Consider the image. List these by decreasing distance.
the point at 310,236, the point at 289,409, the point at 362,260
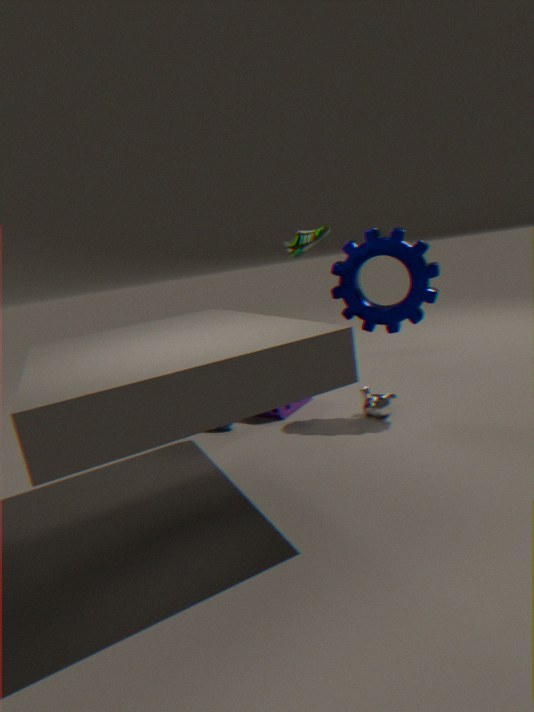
the point at 310,236 → the point at 289,409 → the point at 362,260
